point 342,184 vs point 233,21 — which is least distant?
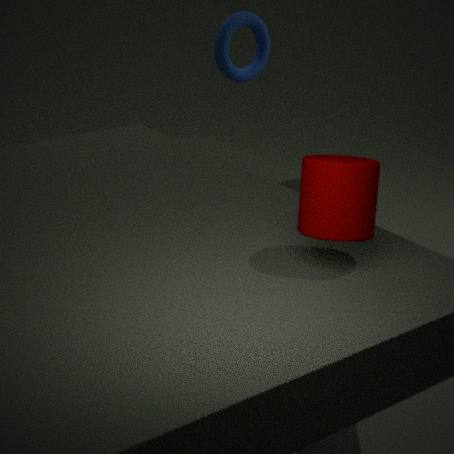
point 342,184
